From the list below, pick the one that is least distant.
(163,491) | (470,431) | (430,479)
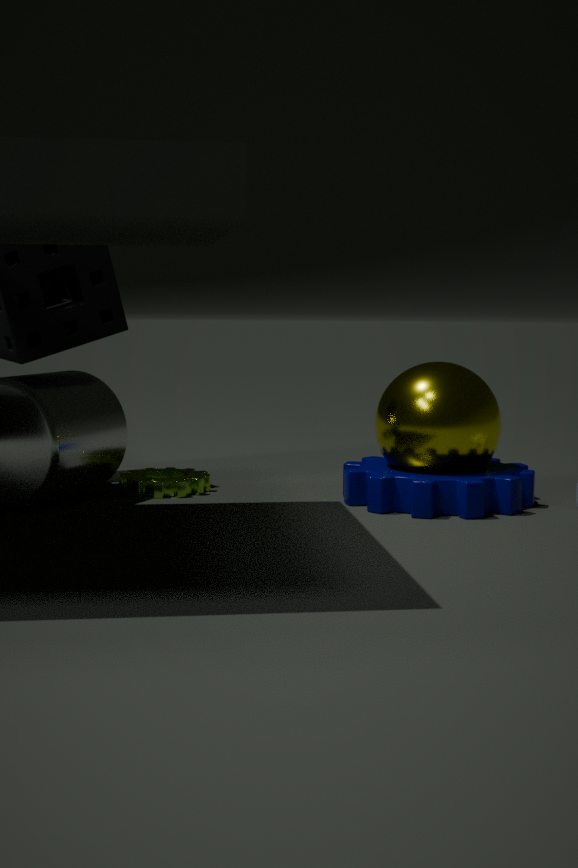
(430,479)
